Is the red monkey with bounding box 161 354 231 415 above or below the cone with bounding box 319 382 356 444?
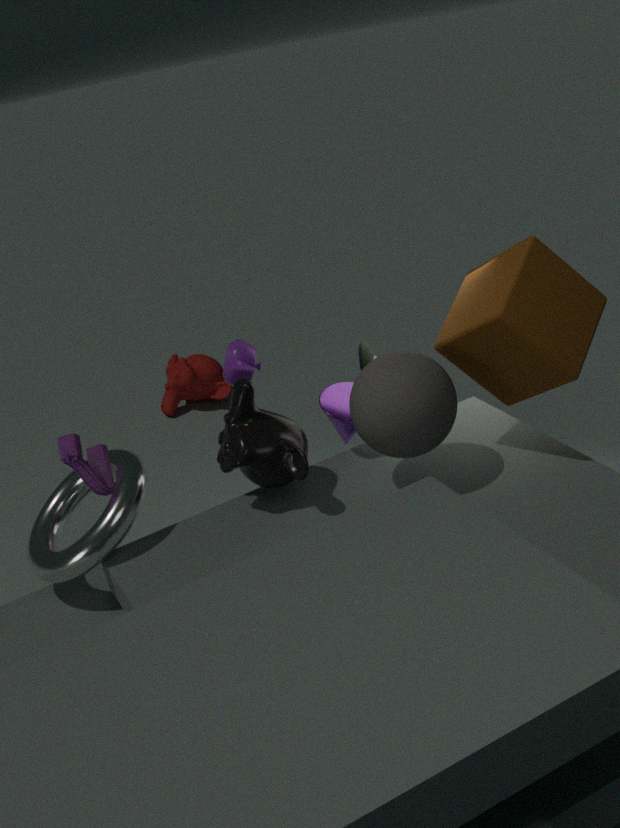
below
